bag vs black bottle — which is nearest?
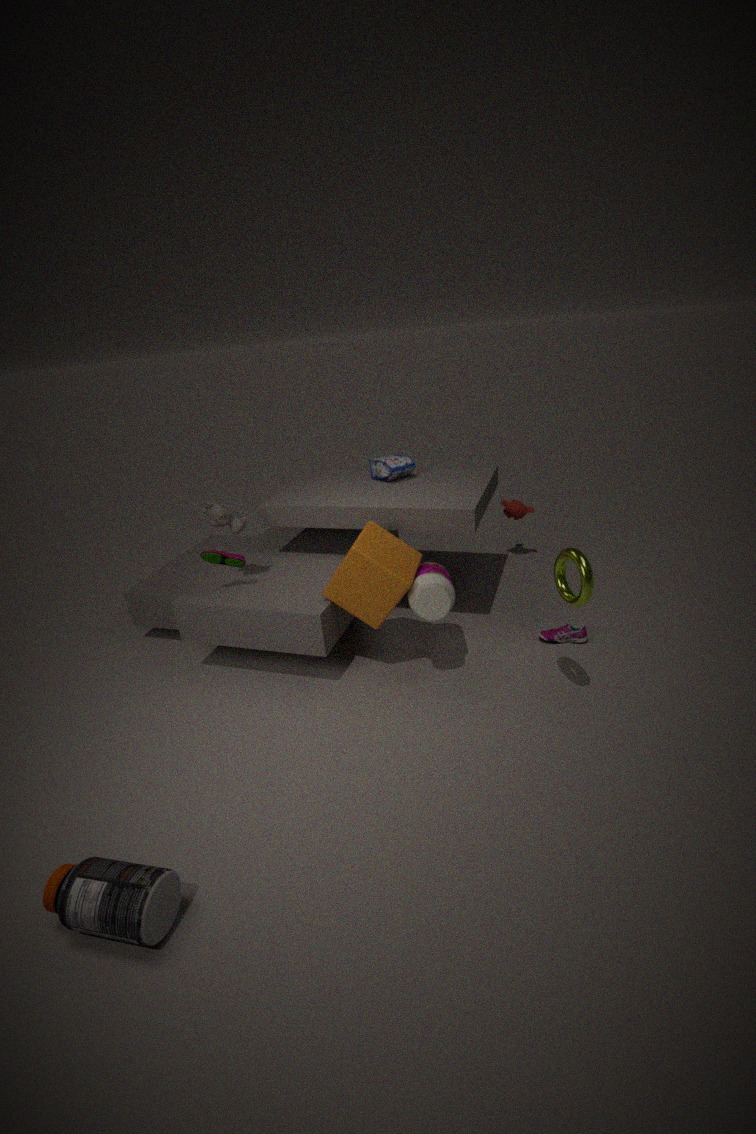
black bottle
